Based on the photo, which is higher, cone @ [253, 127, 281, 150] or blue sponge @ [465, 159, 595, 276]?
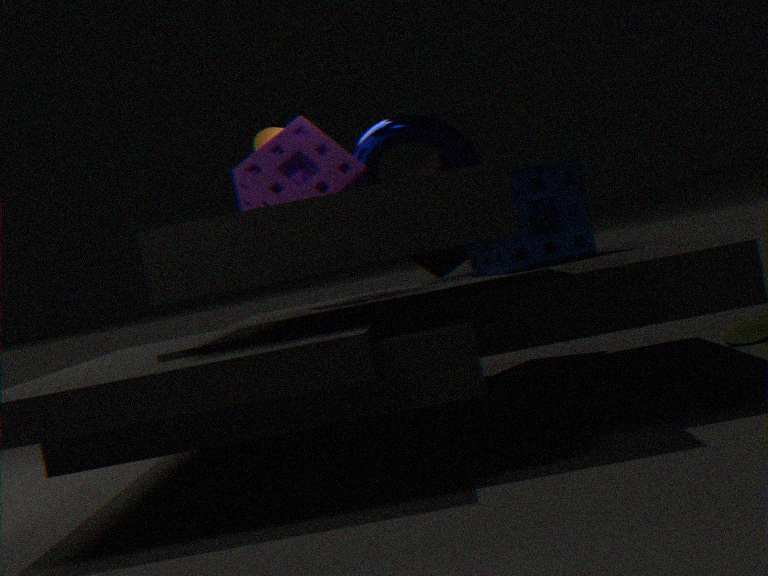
cone @ [253, 127, 281, 150]
